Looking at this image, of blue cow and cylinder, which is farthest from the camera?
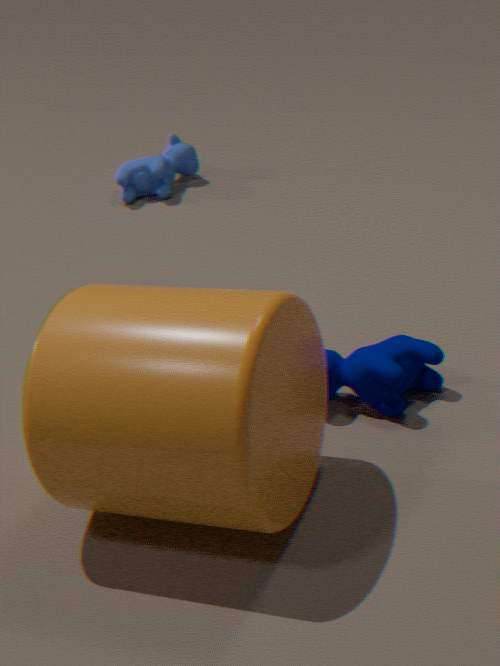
blue cow
